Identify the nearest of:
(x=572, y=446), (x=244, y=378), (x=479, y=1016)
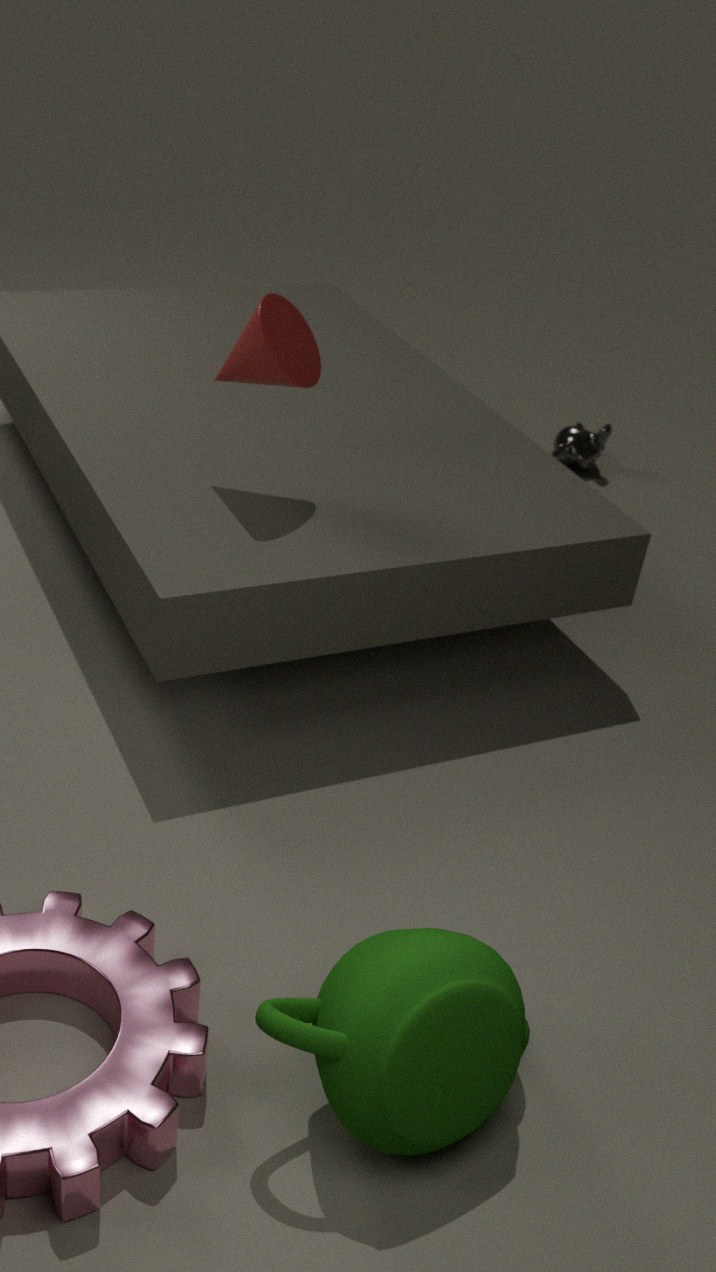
(x=479, y=1016)
